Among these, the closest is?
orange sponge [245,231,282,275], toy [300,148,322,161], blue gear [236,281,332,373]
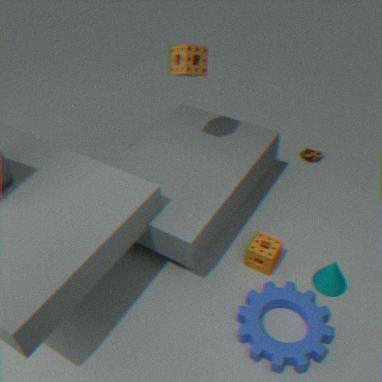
blue gear [236,281,332,373]
